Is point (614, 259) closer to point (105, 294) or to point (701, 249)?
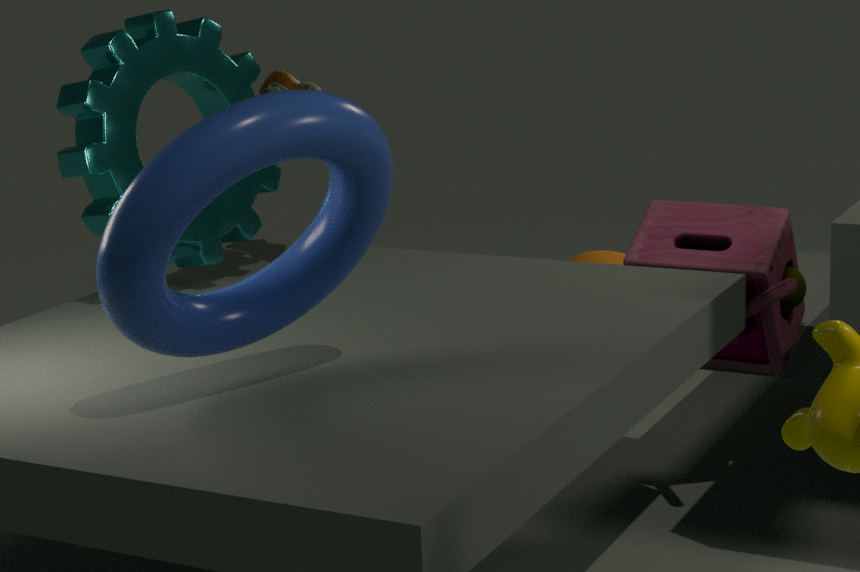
point (701, 249)
